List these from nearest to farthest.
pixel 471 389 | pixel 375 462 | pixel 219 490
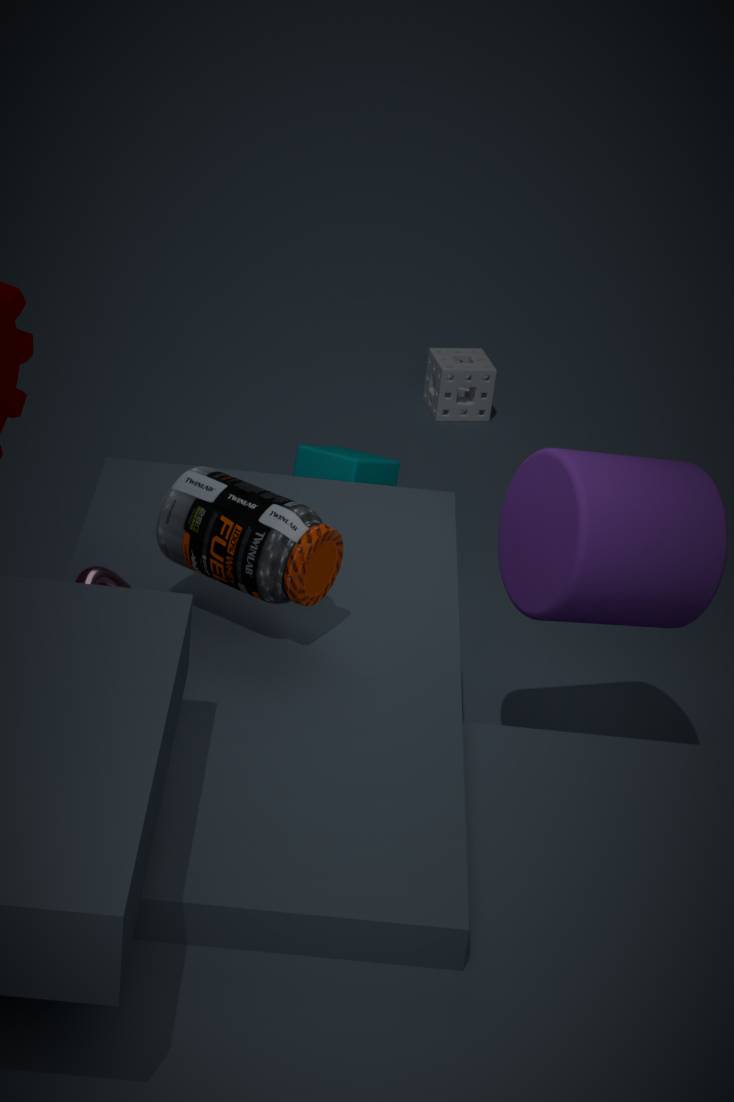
pixel 219 490
pixel 375 462
pixel 471 389
